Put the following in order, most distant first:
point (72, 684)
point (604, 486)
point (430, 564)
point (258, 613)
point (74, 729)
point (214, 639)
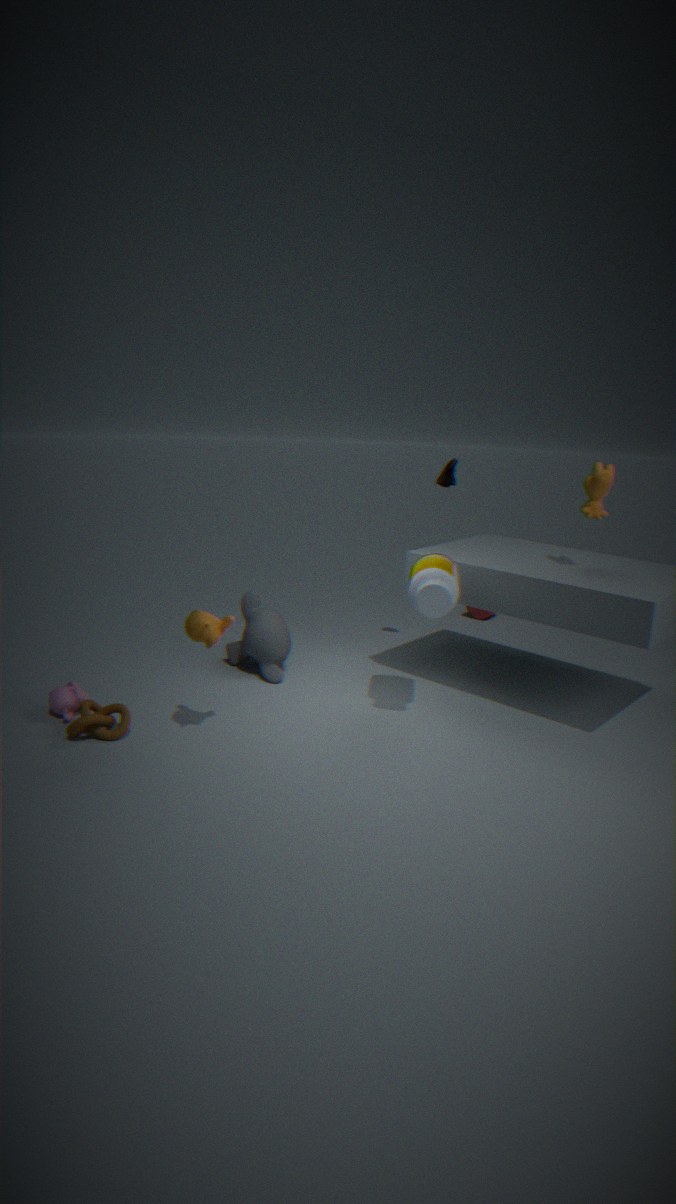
1. point (258, 613)
2. point (72, 684)
3. point (604, 486)
4. point (430, 564)
5. point (74, 729)
6. point (214, 639)
